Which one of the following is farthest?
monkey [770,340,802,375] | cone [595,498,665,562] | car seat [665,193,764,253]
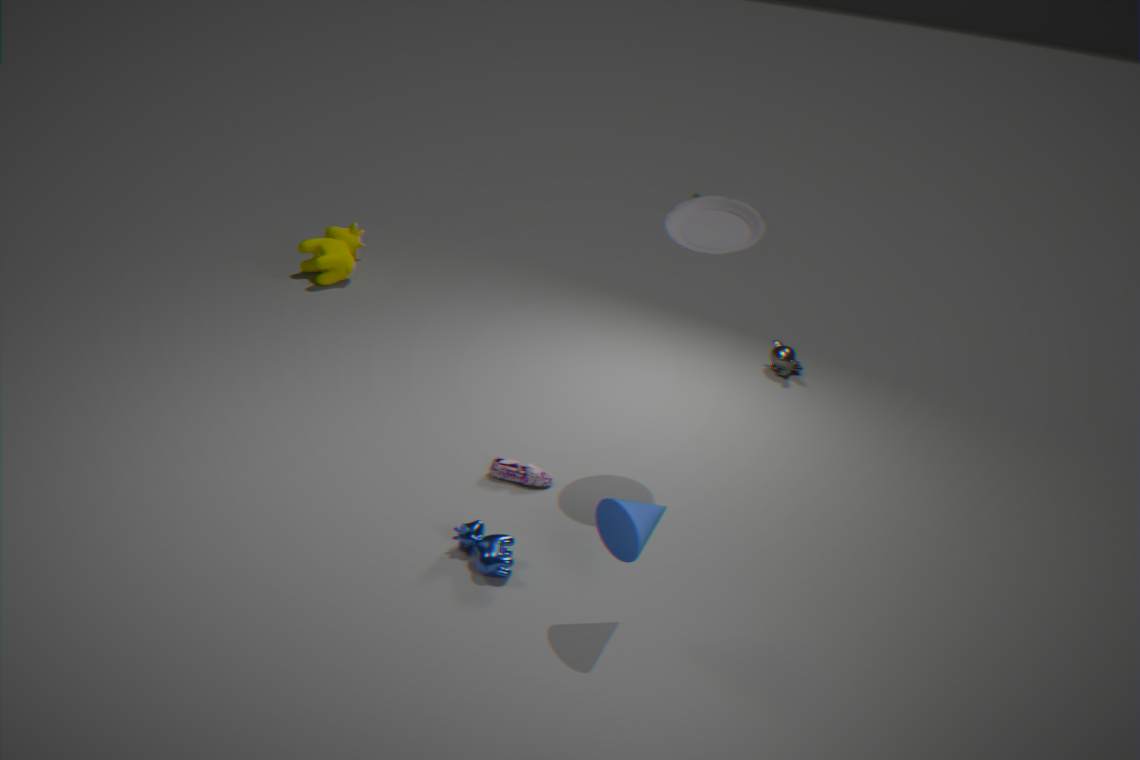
monkey [770,340,802,375]
